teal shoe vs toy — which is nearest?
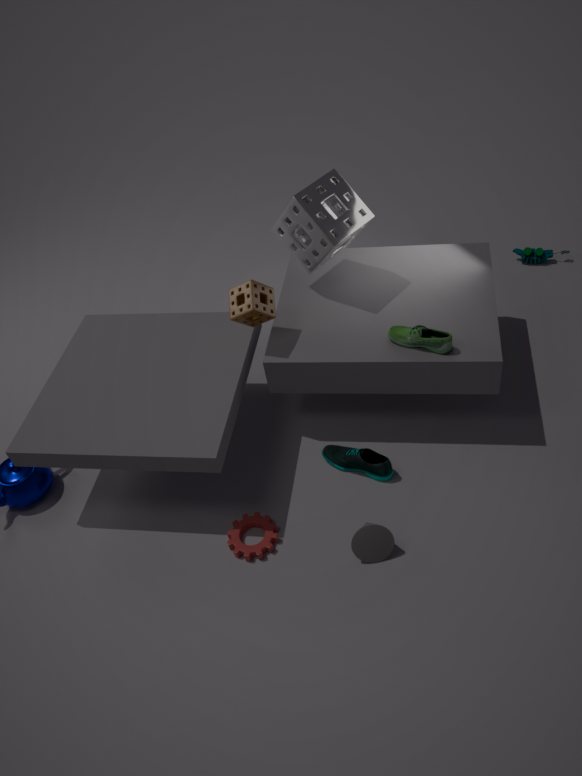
teal shoe
